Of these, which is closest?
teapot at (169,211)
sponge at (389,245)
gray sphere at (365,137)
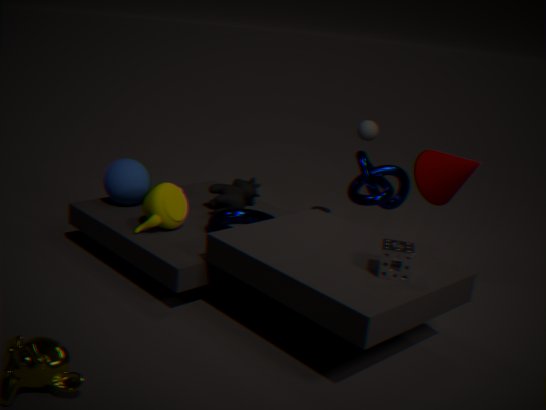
sponge at (389,245)
